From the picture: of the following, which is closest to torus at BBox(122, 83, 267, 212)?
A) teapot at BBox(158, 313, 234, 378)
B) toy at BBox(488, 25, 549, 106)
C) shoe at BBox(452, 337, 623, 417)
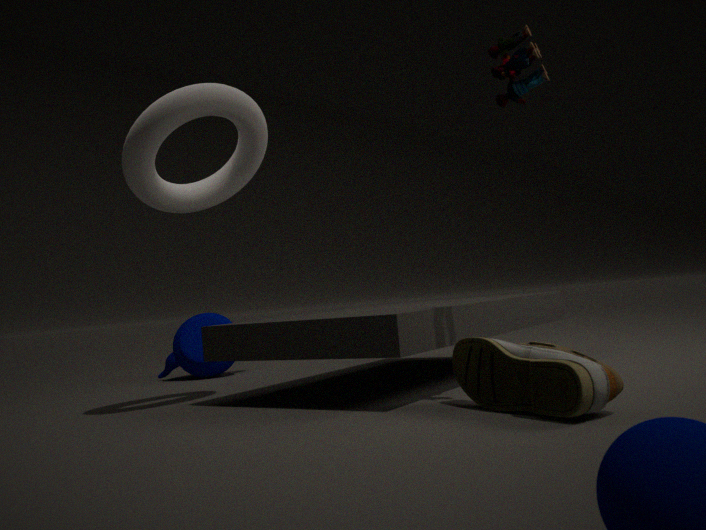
toy at BBox(488, 25, 549, 106)
